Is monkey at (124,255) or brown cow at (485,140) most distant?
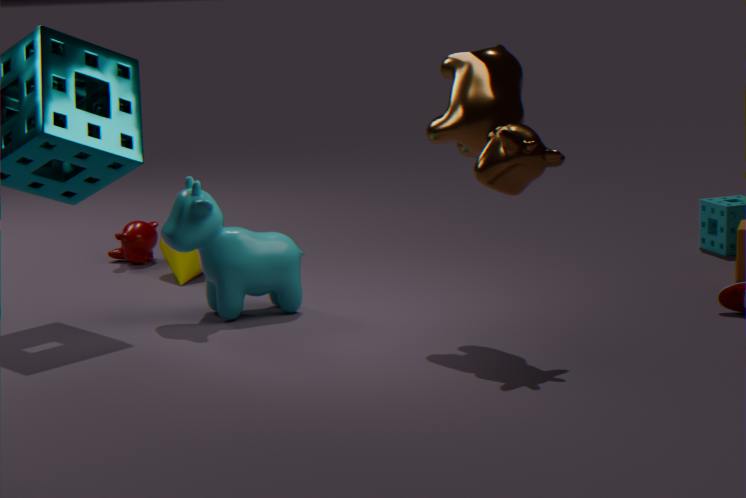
monkey at (124,255)
